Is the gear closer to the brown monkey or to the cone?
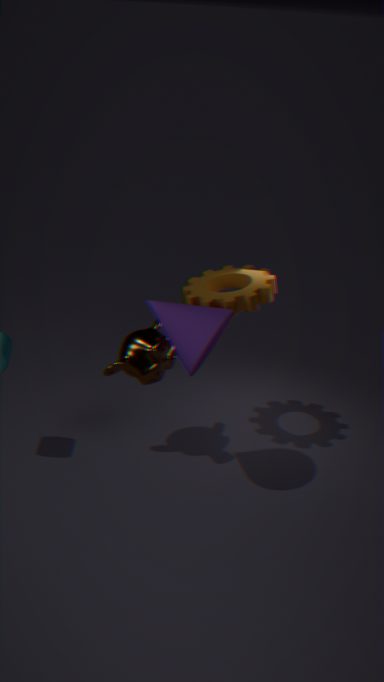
the cone
